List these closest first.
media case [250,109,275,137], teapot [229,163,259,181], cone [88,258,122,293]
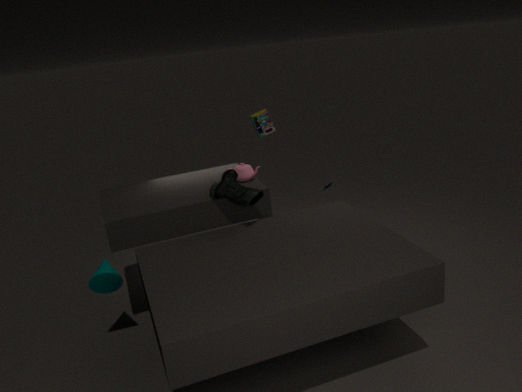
cone [88,258,122,293] → teapot [229,163,259,181] → media case [250,109,275,137]
